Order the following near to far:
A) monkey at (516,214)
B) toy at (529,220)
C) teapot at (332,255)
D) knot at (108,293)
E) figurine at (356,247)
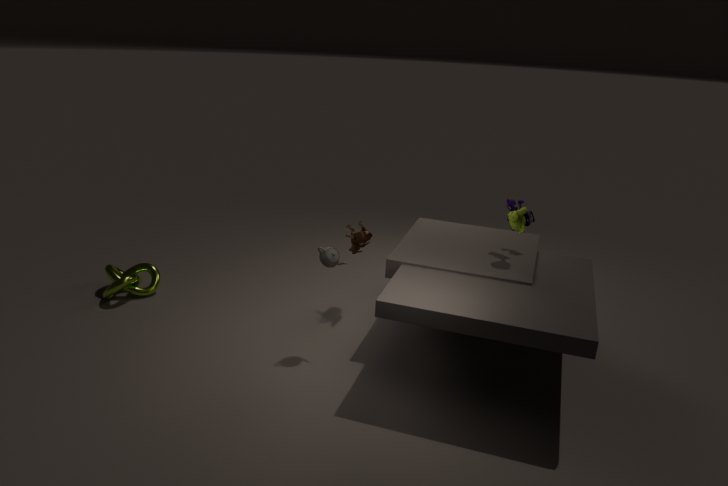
teapot at (332,255) → monkey at (516,214) → toy at (529,220) → figurine at (356,247) → knot at (108,293)
